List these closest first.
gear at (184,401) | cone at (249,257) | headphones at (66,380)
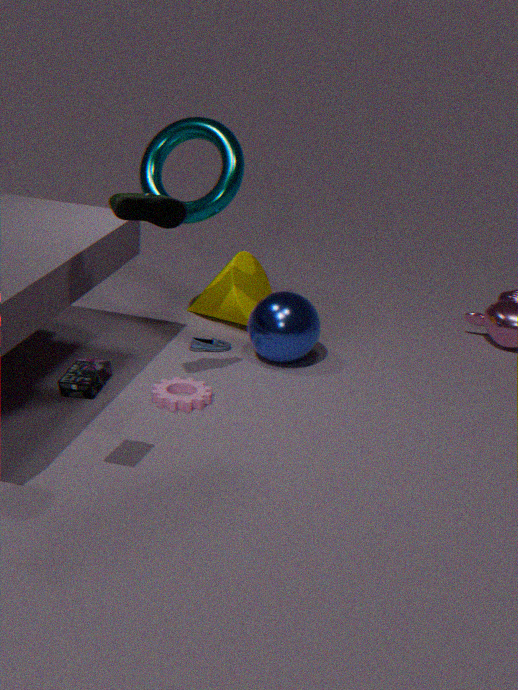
1. headphones at (66,380)
2. gear at (184,401)
3. cone at (249,257)
